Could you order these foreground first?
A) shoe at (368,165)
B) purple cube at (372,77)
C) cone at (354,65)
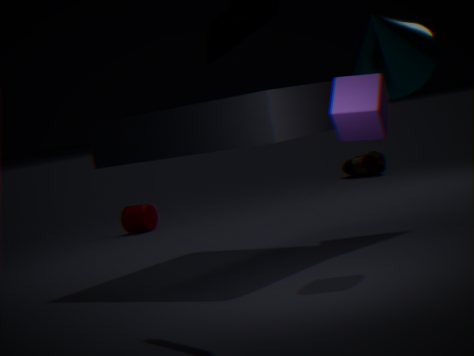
purple cube at (372,77) < cone at (354,65) < shoe at (368,165)
